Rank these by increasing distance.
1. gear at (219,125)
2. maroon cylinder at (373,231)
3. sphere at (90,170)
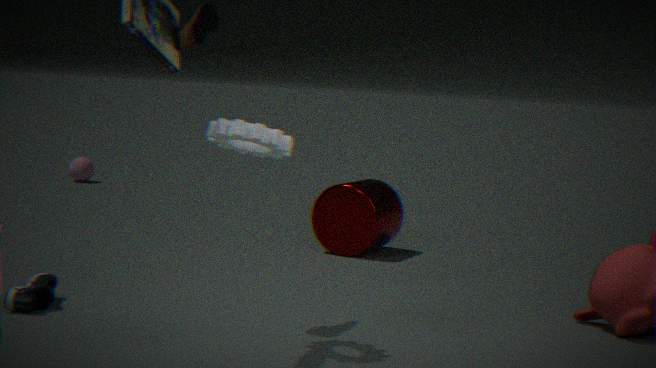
1. gear at (219,125)
2. maroon cylinder at (373,231)
3. sphere at (90,170)
